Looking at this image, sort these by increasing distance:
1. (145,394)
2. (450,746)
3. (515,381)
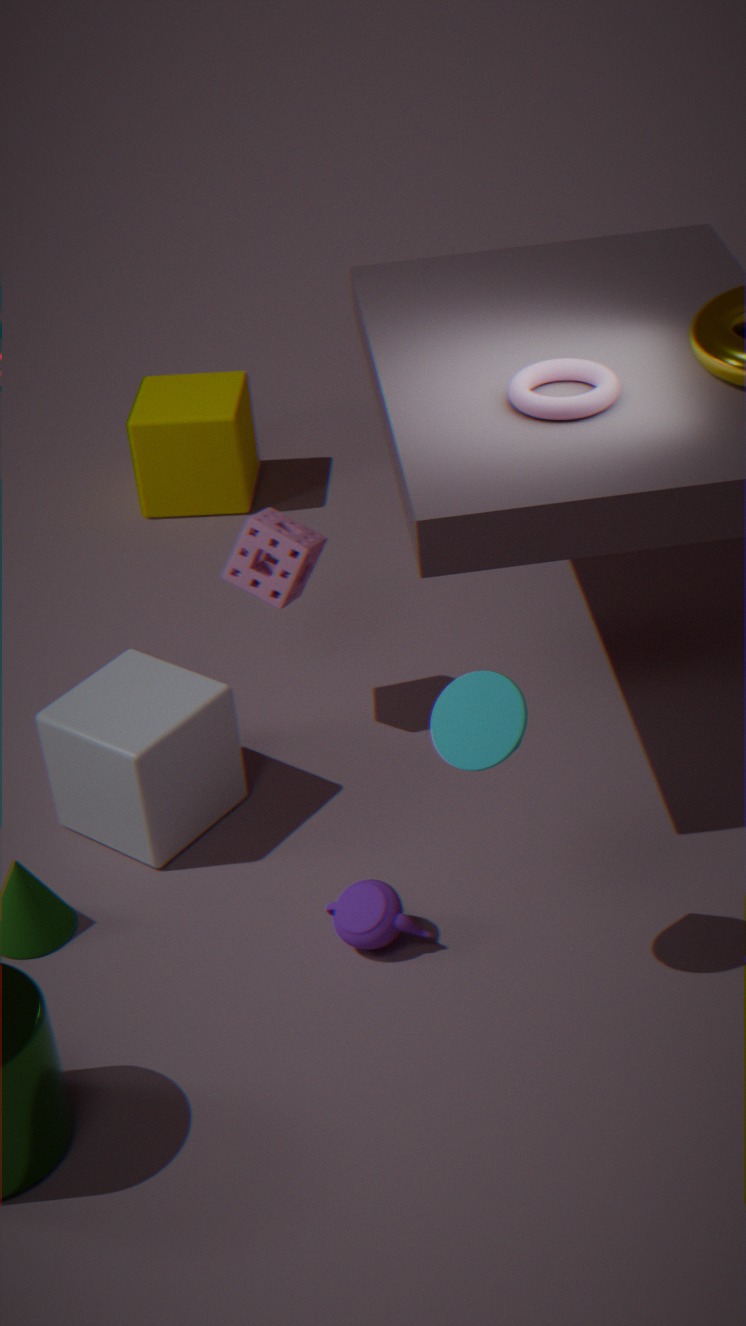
1. (450,746)
2. (515,381)
3. (145,394)
